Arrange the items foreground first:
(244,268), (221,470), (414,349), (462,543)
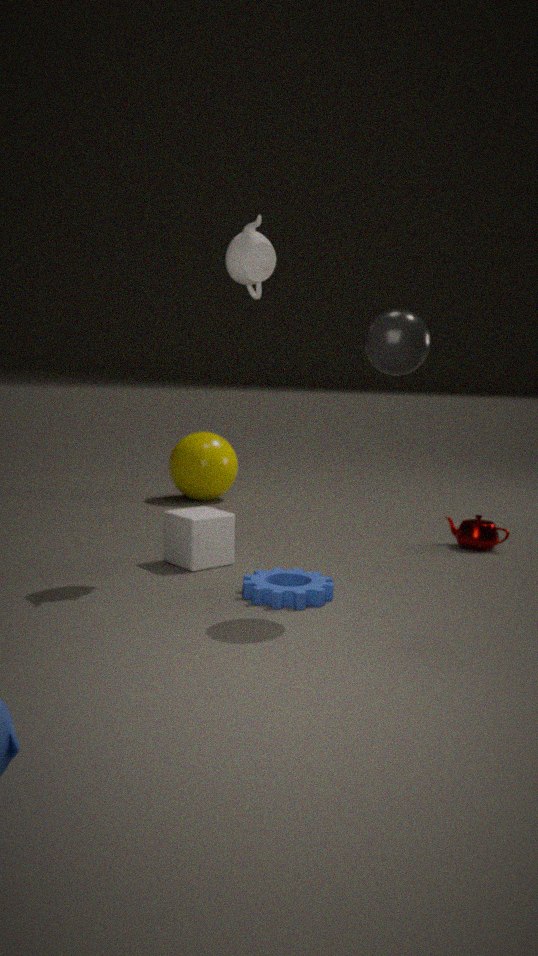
(414,349)
(244,268)
(462,543)
(221,470)
